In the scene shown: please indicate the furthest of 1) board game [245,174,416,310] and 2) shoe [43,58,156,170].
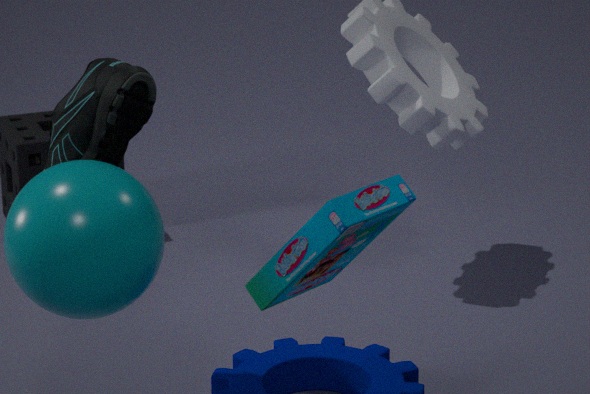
2. shoe [43,58,156,170]
